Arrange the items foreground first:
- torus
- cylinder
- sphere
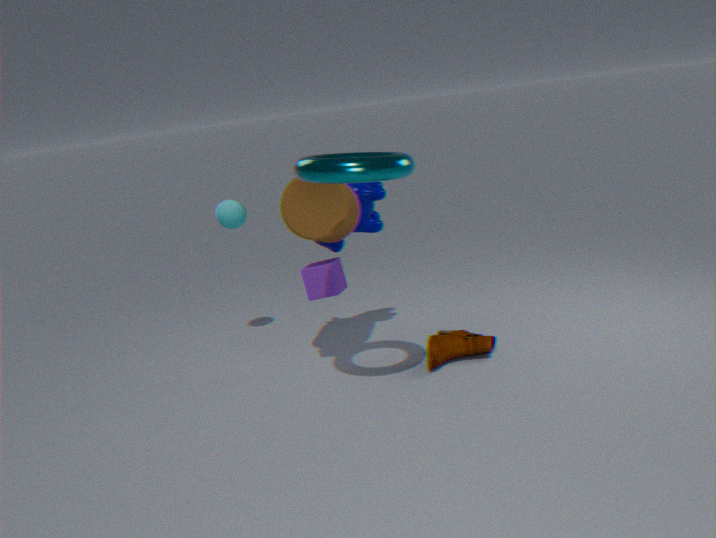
torus, cylinder, sphere
